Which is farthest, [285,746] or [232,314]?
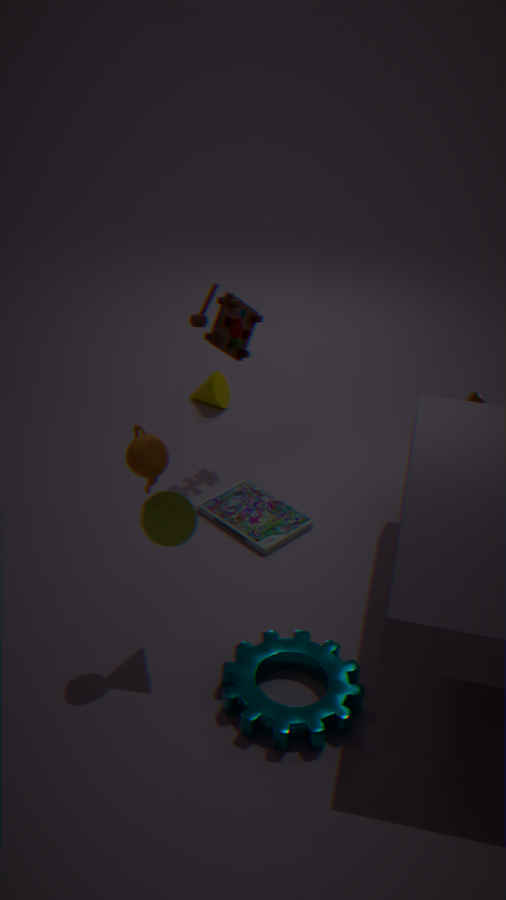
[232,314]
